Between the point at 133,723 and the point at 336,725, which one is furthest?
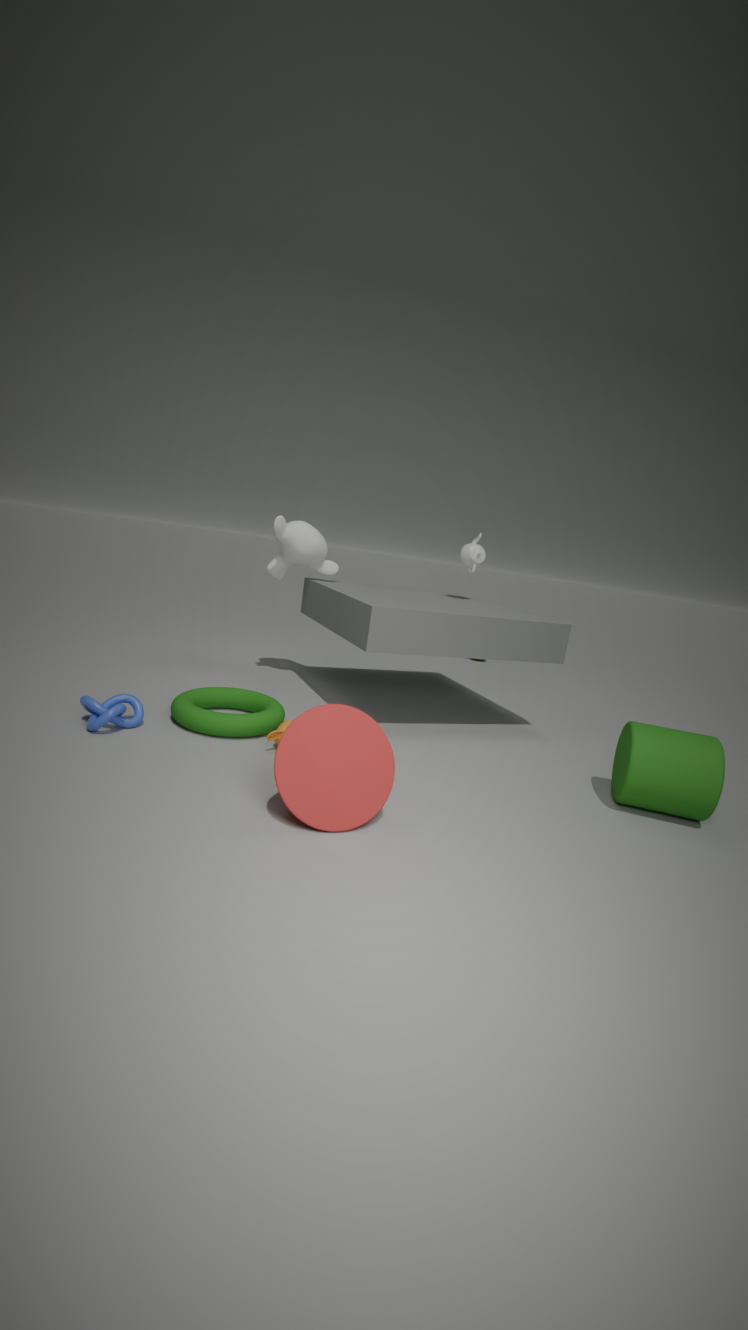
the point at 133,723
